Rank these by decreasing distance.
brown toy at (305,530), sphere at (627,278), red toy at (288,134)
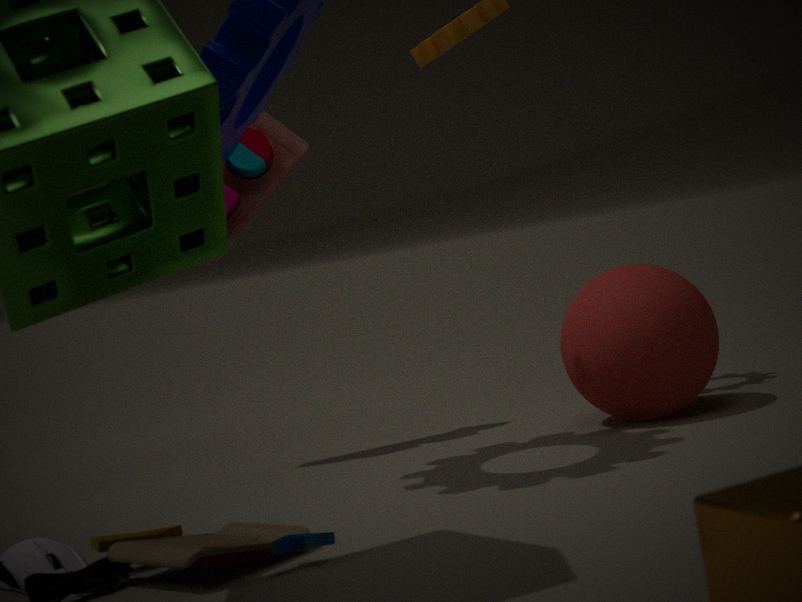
red toy at (288,134)
sphere at (627,278)
brown toy at (305,530)
